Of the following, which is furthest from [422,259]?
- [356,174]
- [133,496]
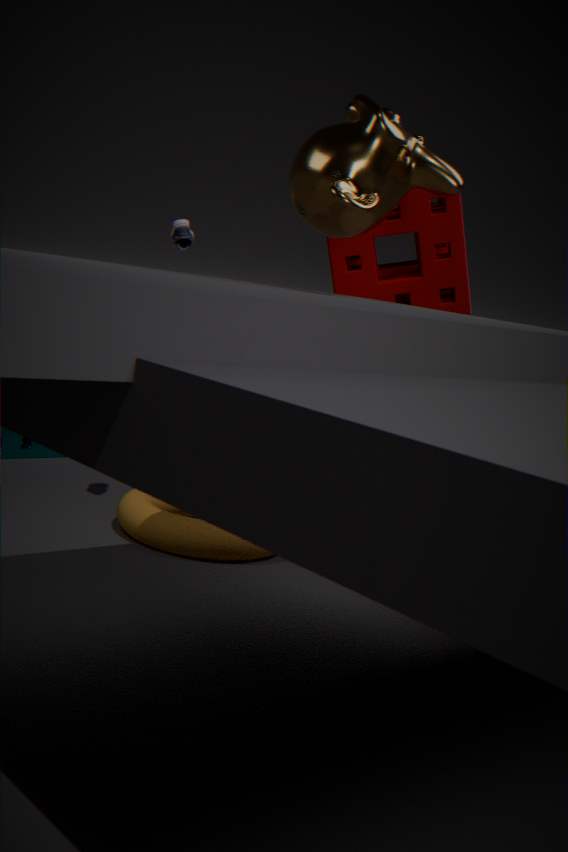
[133,496]
